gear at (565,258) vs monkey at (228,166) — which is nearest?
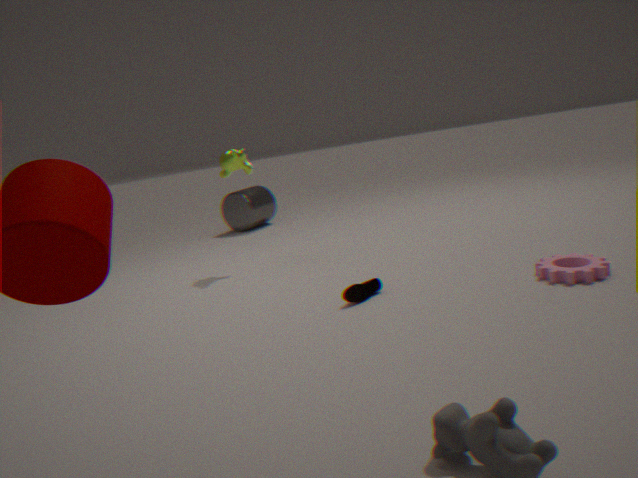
gear at (565,258)
